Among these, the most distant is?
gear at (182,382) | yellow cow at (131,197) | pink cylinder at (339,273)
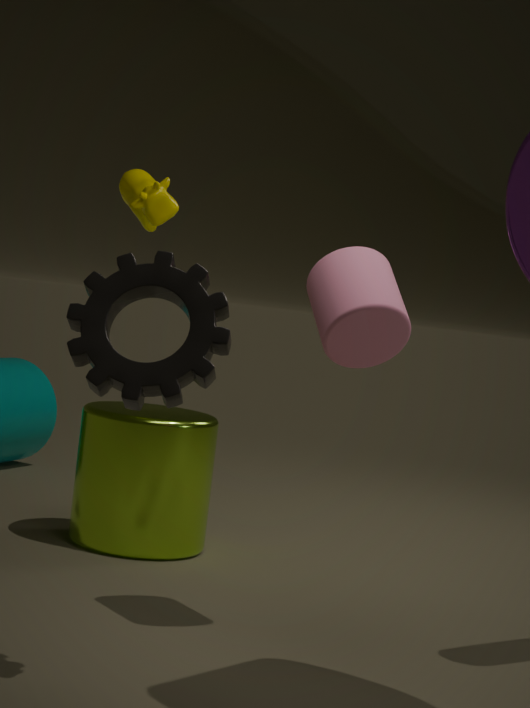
yellow cow at (131,197)
